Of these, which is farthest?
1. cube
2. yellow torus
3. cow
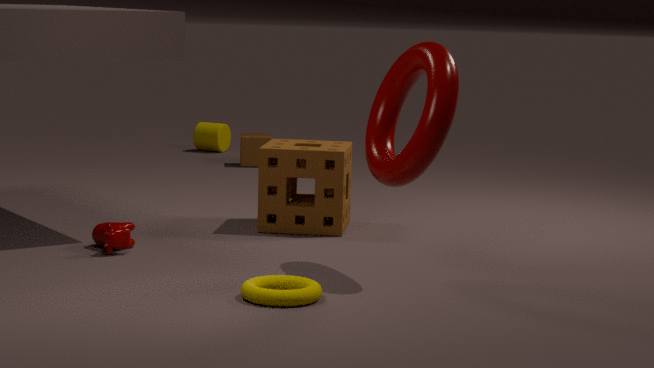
cube
